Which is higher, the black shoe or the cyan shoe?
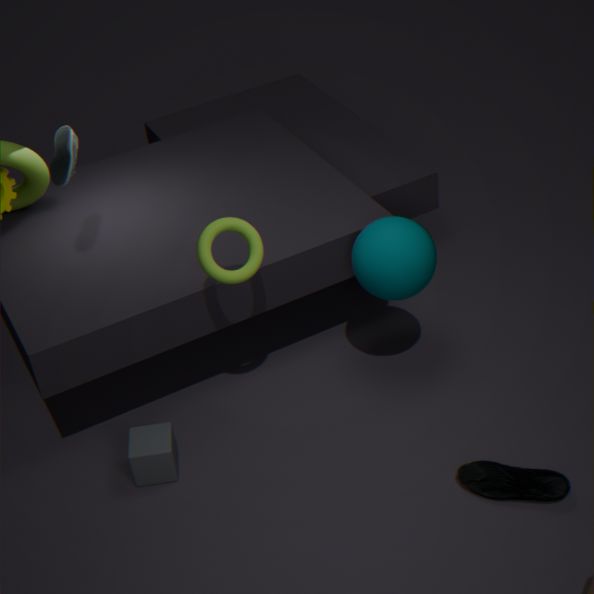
the cyan shoe
